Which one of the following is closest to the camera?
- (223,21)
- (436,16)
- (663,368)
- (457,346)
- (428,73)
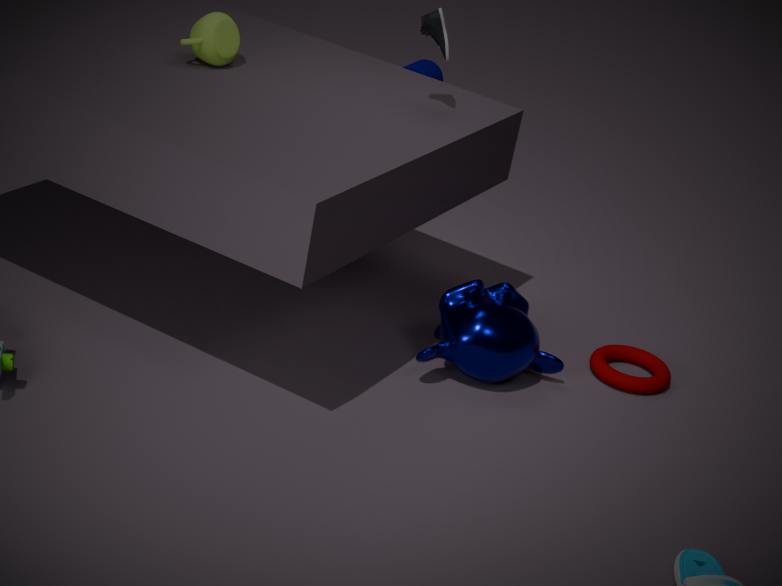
(457,346)
